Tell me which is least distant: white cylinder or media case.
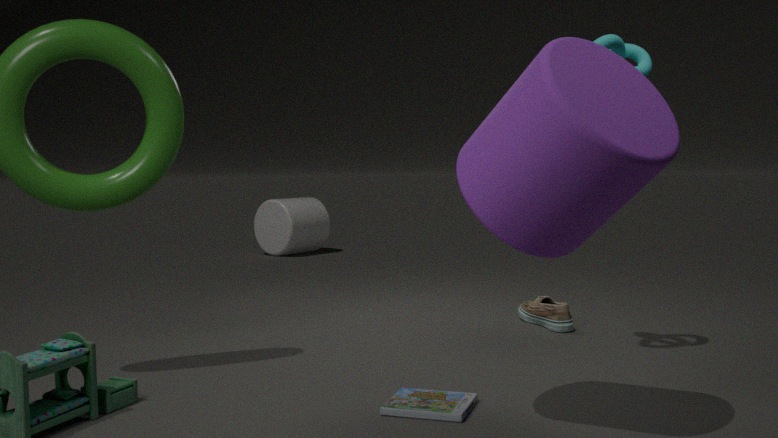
media case
